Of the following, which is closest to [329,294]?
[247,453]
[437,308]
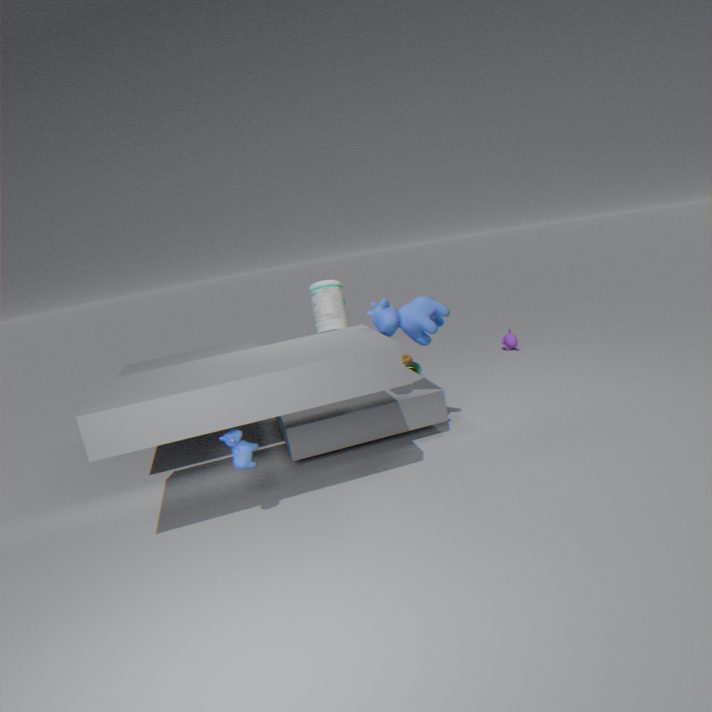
[437,308]
